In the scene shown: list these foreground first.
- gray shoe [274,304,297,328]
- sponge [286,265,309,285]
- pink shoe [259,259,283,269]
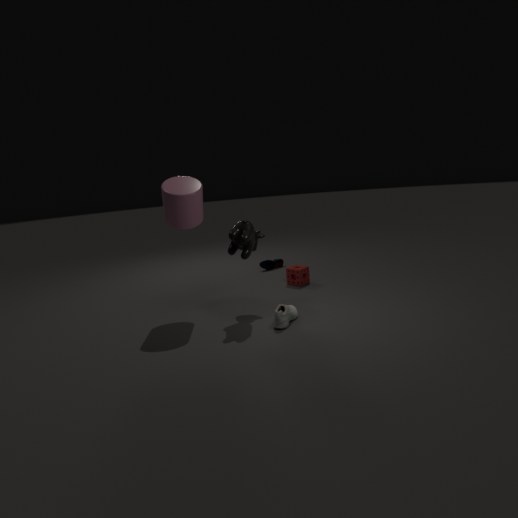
1. gray shoe [274,304,297,328]
2. sponge [286,265,309,285]
3. pink shoe [259,259,283,269]
